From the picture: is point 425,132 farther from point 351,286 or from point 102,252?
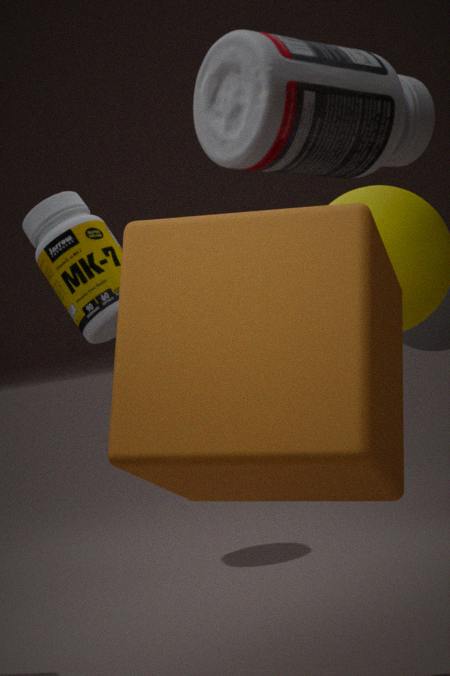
point 102,252
